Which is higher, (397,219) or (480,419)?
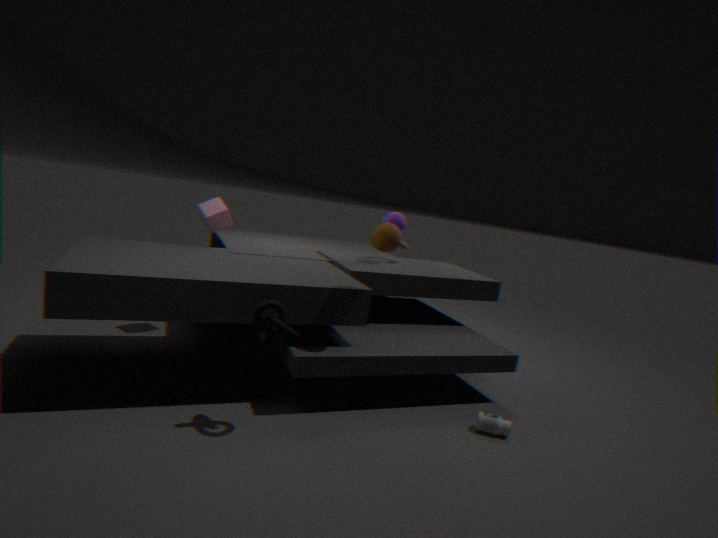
(397,219)
